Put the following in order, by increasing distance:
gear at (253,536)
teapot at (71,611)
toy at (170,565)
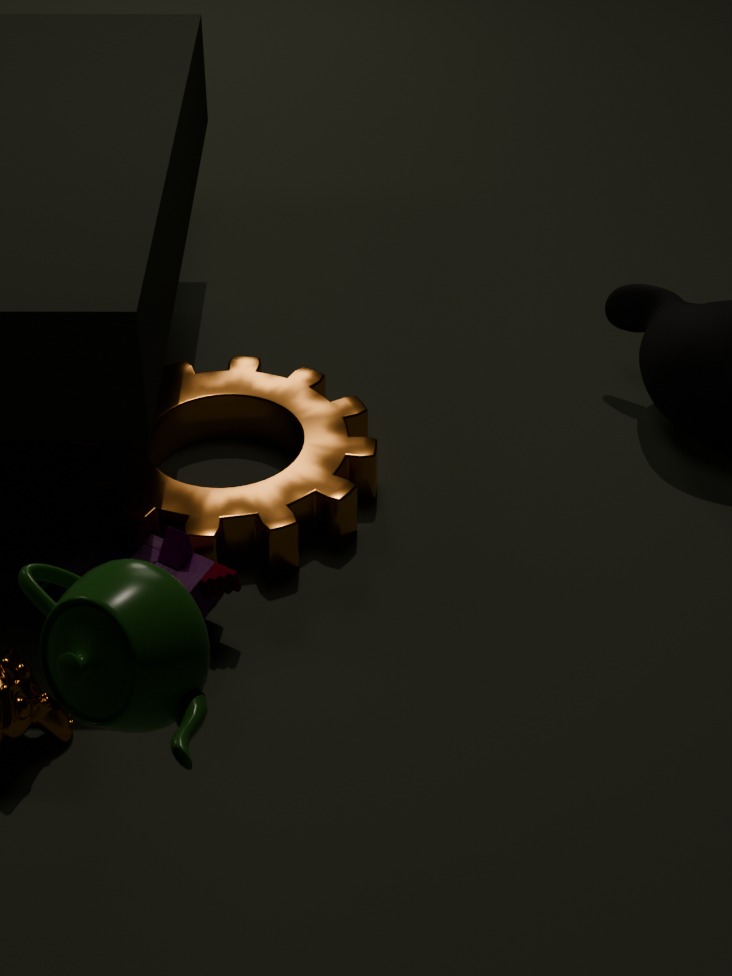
teapot at (71,611)
toy at (170,565)
gear at (253,536)
